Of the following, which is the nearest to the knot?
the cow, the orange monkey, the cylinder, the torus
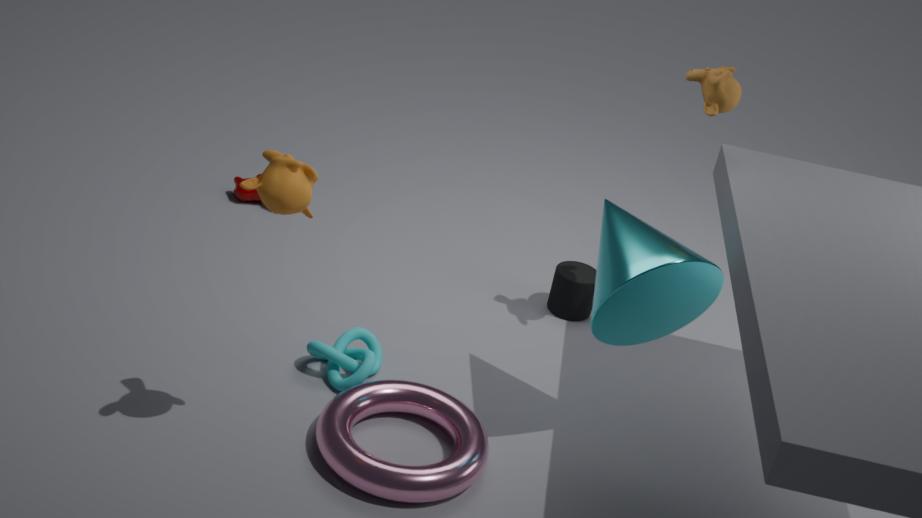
the torus
